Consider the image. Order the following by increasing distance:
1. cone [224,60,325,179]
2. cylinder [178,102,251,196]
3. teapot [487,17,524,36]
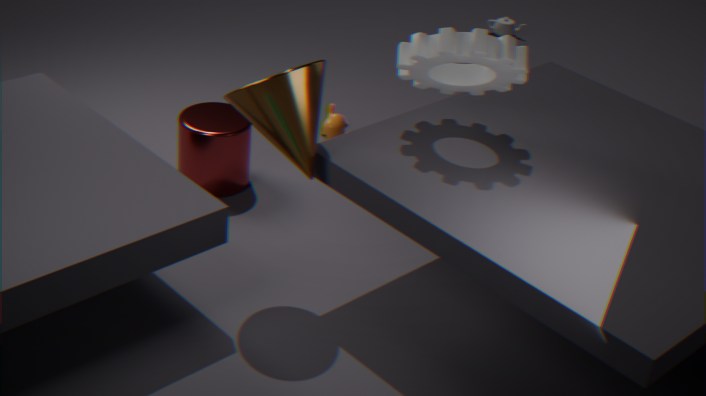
1. cone [224,60,325,179]
2. cylinder [178,102,251,196]
3. teapot [487,17,524,36]
